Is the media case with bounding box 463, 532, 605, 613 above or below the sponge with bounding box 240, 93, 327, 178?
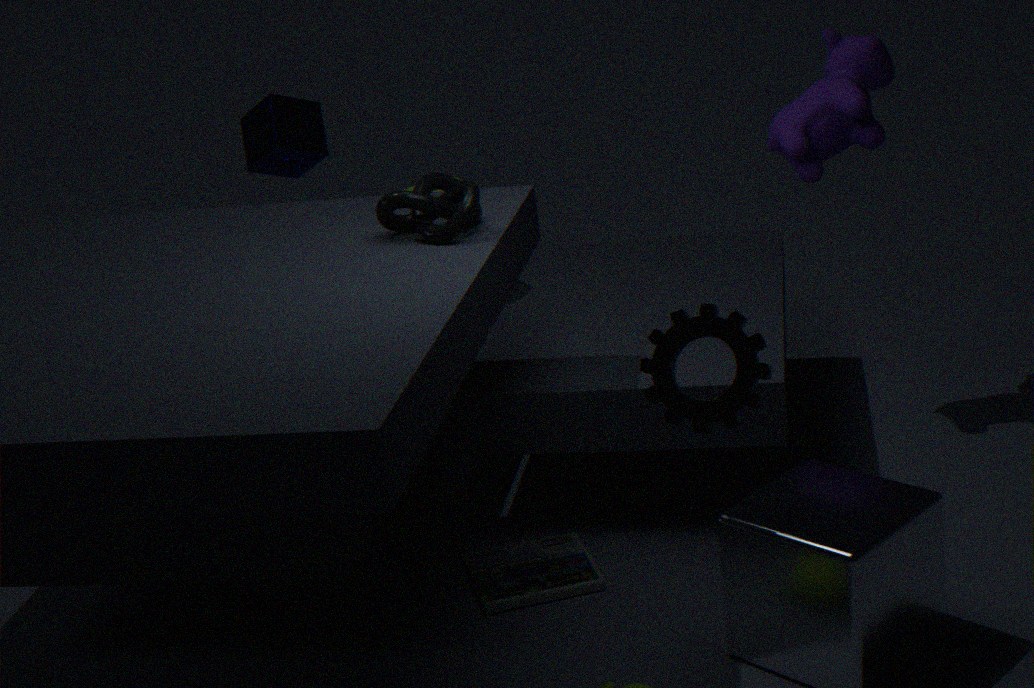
below
